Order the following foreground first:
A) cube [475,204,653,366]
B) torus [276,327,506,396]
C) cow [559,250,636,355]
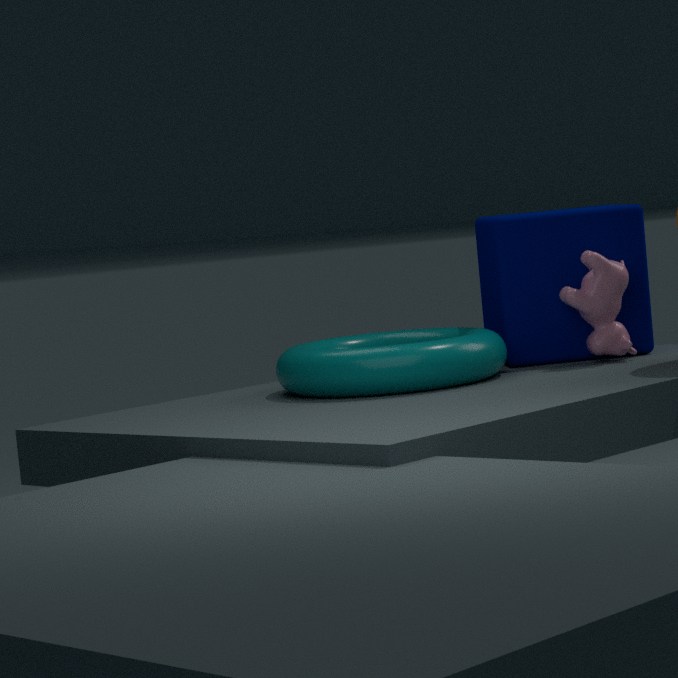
torus [276,327,506,396], cow [559,250,636,355], cube [475,204,653,366]
